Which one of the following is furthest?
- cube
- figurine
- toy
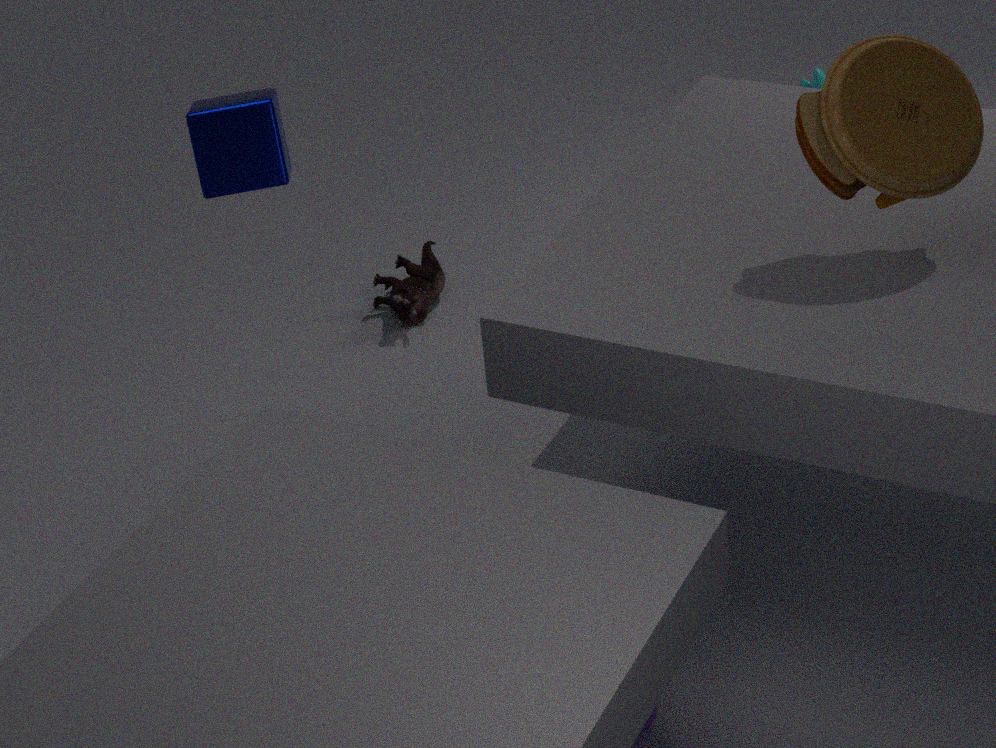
figurine
